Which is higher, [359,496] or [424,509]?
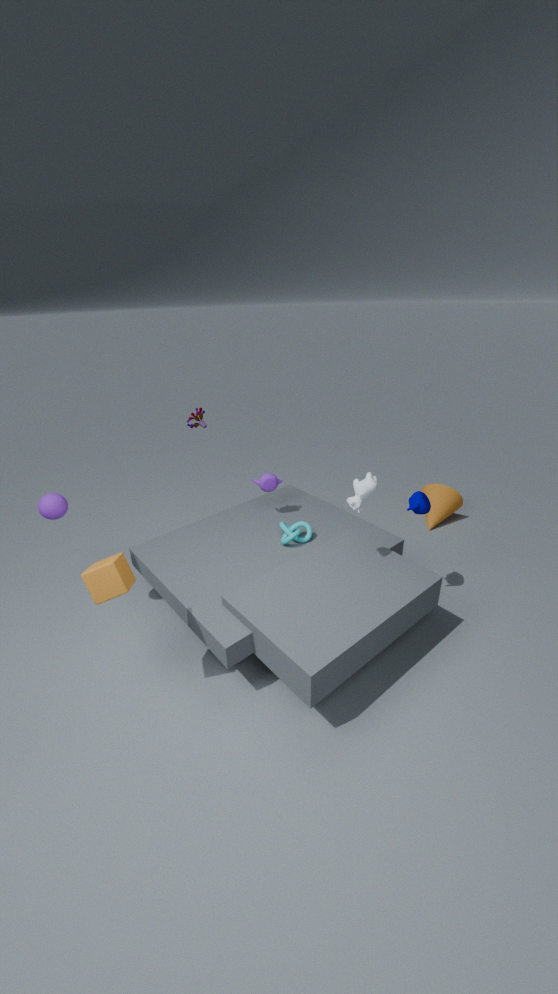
[359,496]
